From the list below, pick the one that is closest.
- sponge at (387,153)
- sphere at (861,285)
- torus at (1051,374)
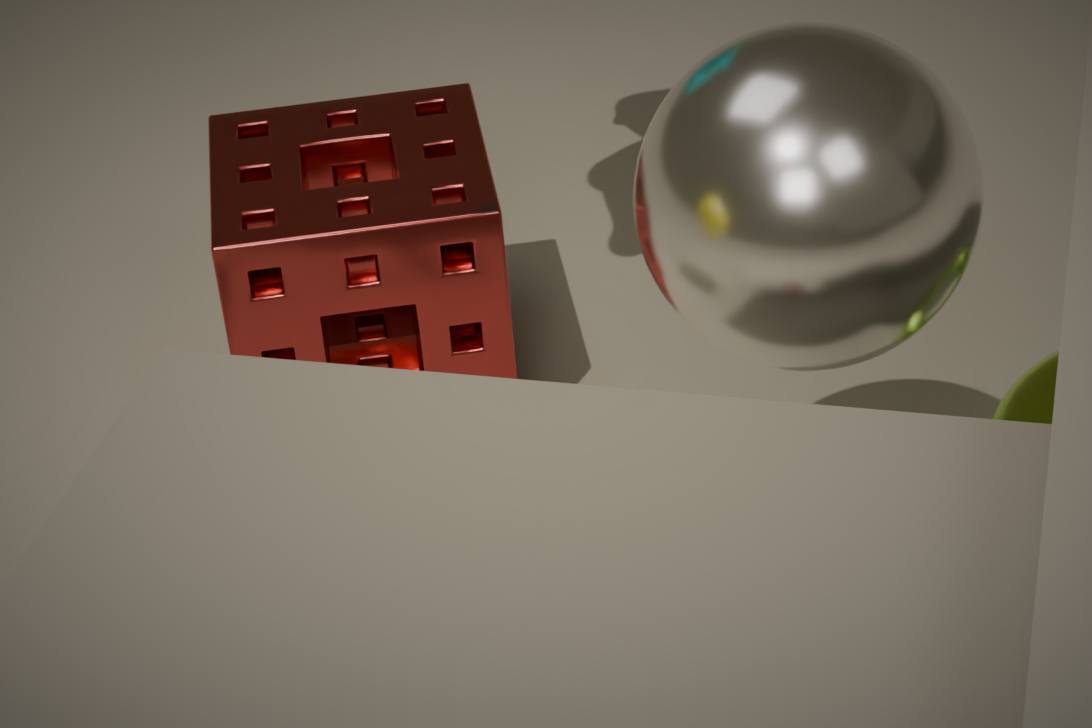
sphere at (861,285)
